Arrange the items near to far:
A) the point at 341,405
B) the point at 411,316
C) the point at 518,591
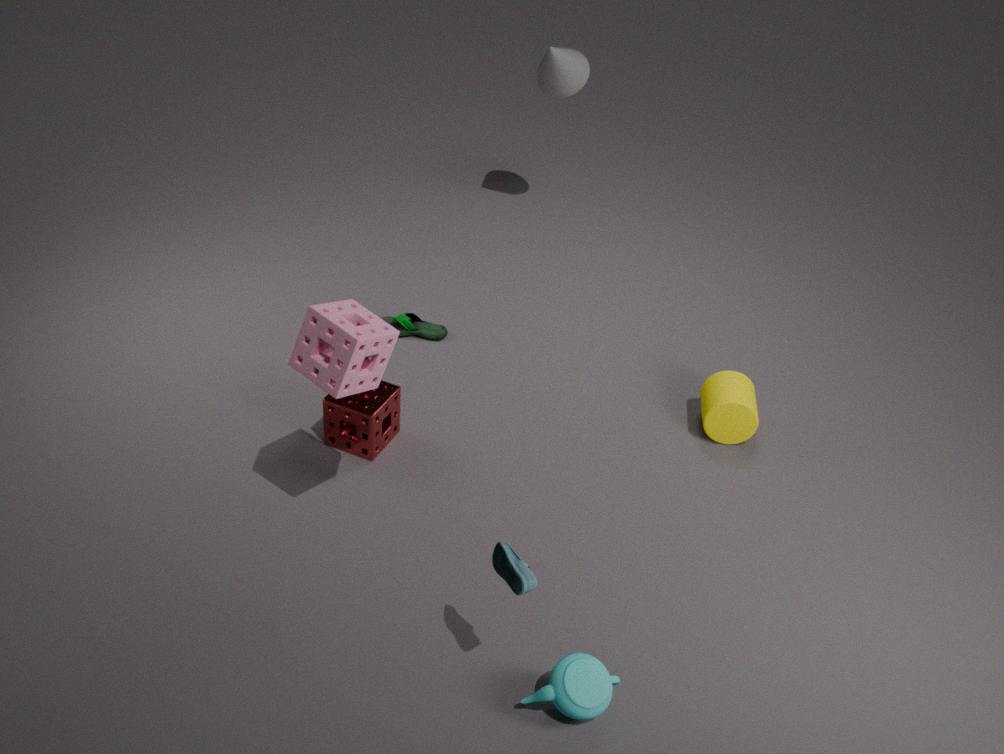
1. the point at 518,591
2. the point at 341,405
3. the point at 411,316
